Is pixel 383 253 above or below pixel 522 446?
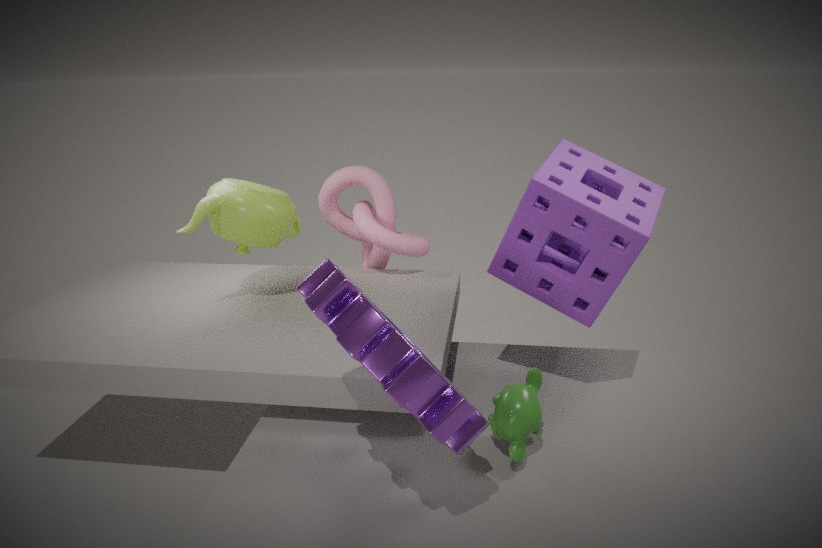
above
